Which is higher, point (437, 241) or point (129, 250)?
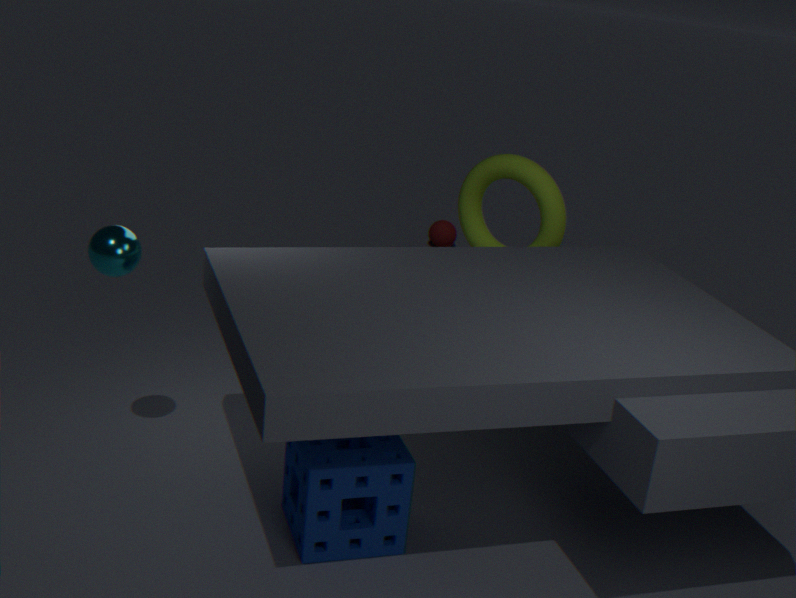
point (129, 250)
